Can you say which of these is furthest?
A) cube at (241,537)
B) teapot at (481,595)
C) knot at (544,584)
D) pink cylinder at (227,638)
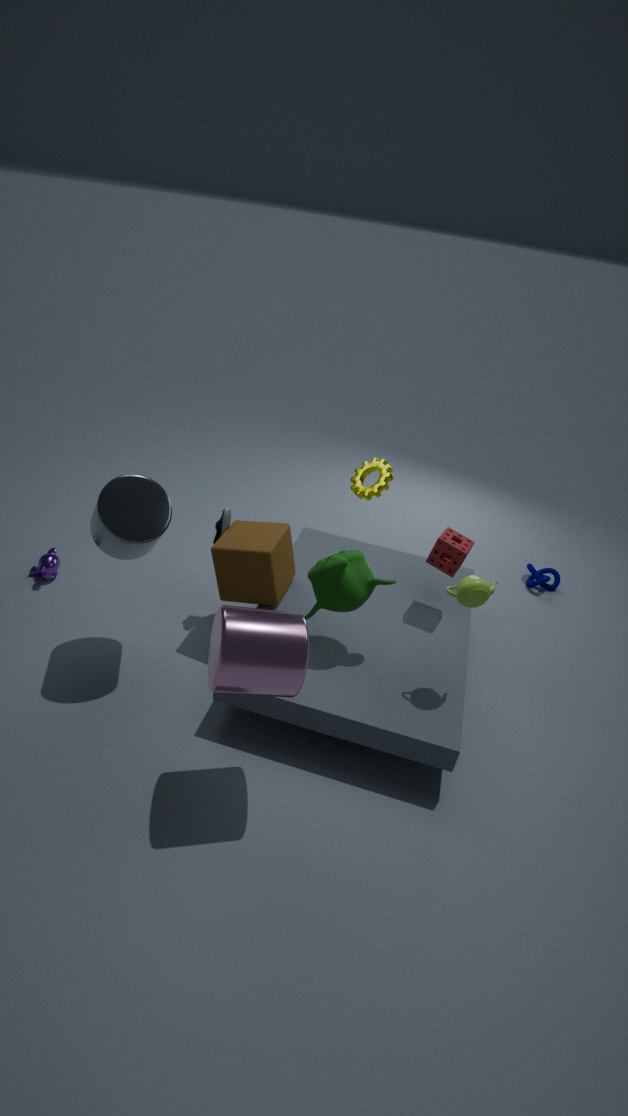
knot at (544,584)
